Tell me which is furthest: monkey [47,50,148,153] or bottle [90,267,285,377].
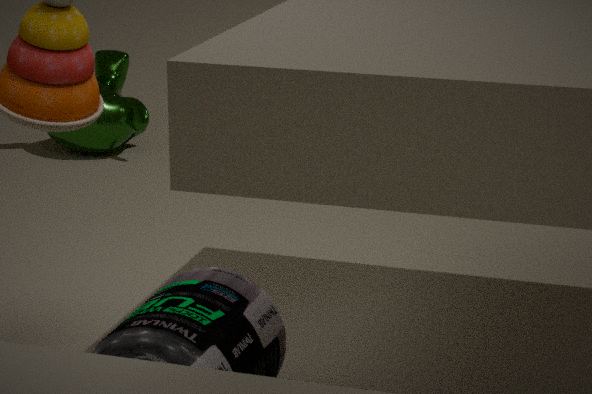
monkey [47,50,148,153]
